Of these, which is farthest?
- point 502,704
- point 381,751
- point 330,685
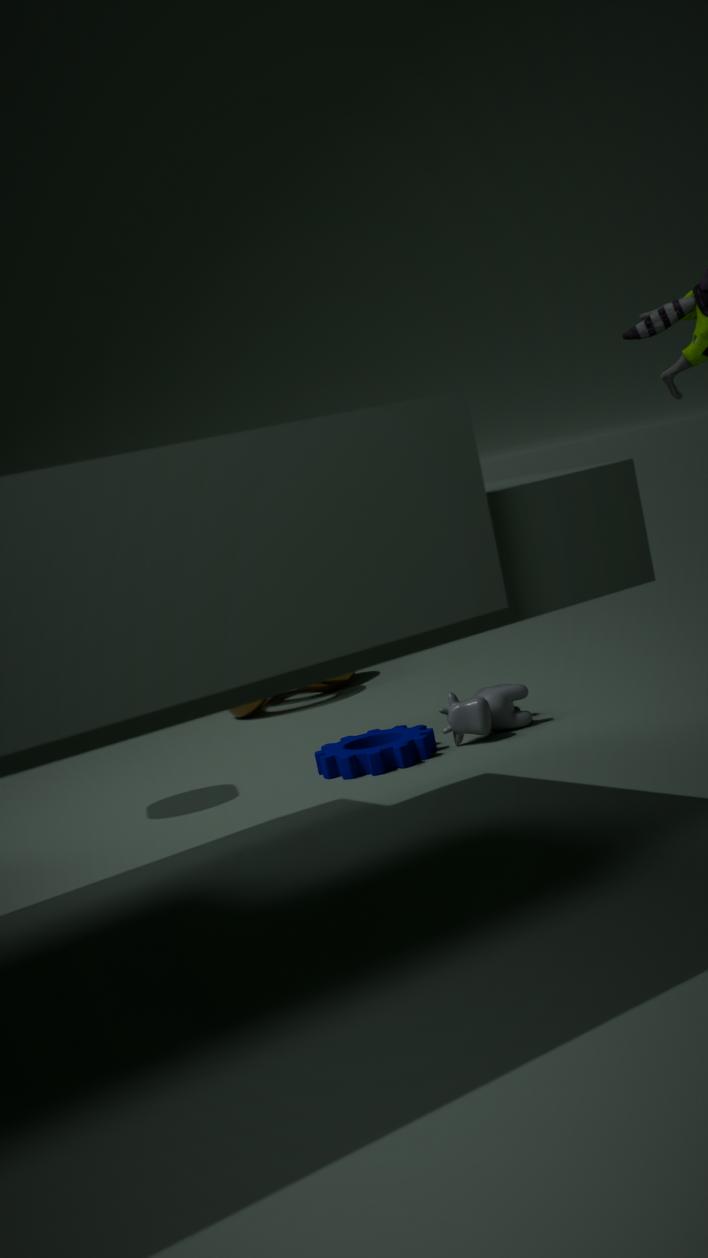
point 330,685
